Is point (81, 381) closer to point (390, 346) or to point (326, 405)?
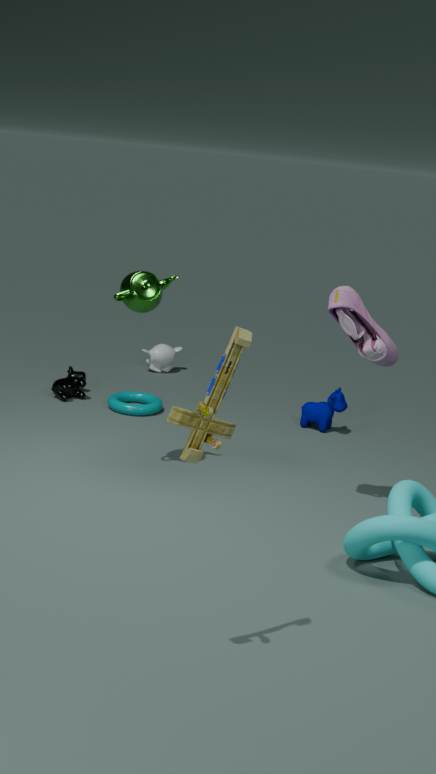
point (326, 405)
